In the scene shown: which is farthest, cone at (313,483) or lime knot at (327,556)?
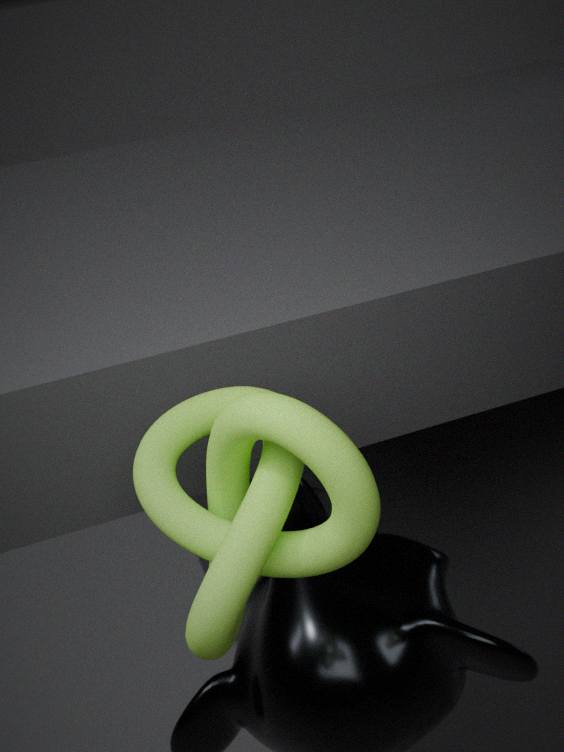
cone at (313,483)
